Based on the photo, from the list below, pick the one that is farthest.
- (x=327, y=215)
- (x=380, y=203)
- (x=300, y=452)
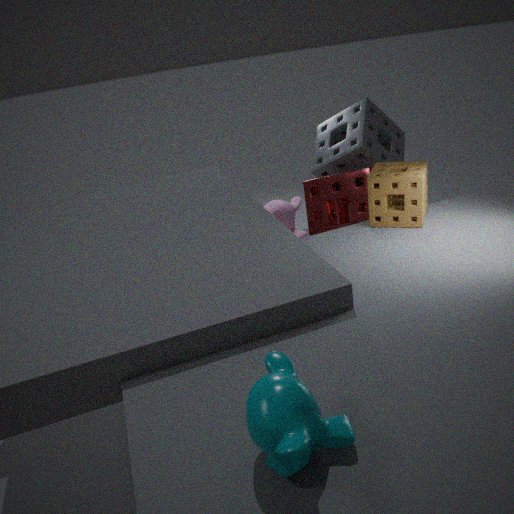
(x=327, y=215)
